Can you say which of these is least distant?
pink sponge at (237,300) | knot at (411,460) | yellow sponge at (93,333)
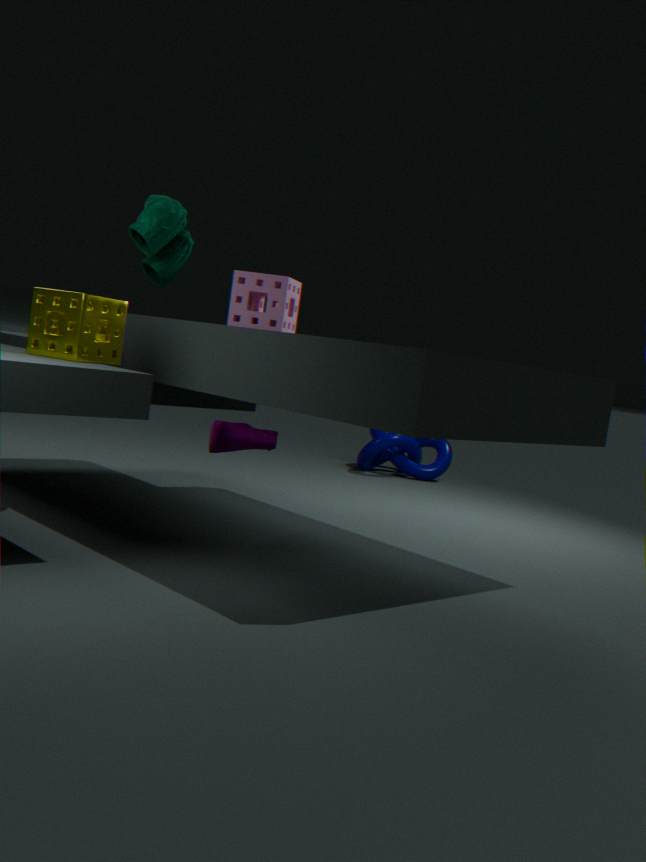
yellow sponge at (93,333)
